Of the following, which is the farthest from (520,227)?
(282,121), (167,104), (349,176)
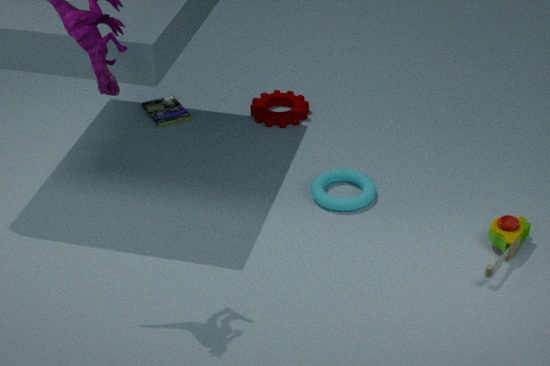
(167,104)
